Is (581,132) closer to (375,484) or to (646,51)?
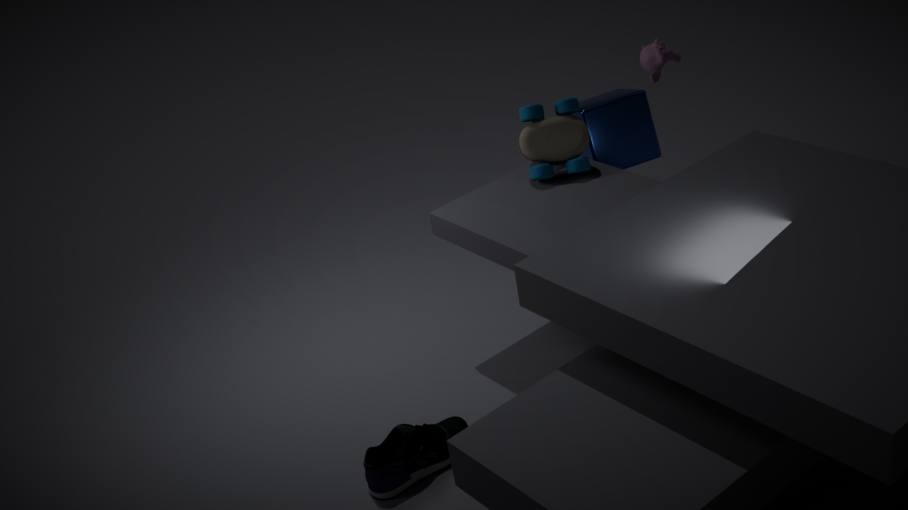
(646,51)
